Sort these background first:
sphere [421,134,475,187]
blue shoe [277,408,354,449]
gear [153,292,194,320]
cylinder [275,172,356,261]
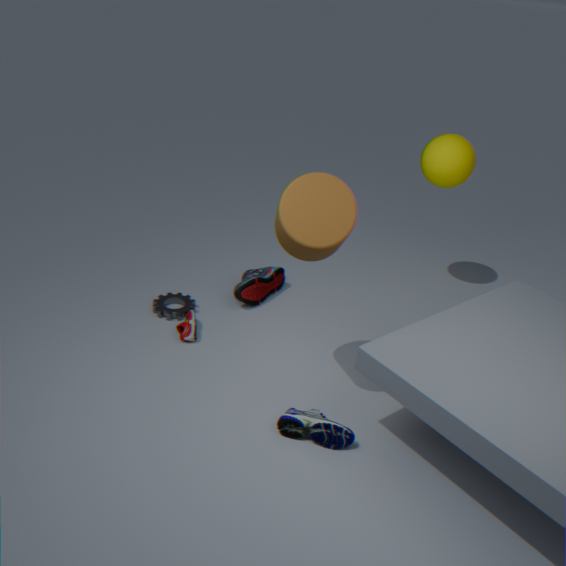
sphere [421,134,475,187], gear [153,292,194,320], blue shoe [277,408,354,449], cylinder [275,172,356,261]
